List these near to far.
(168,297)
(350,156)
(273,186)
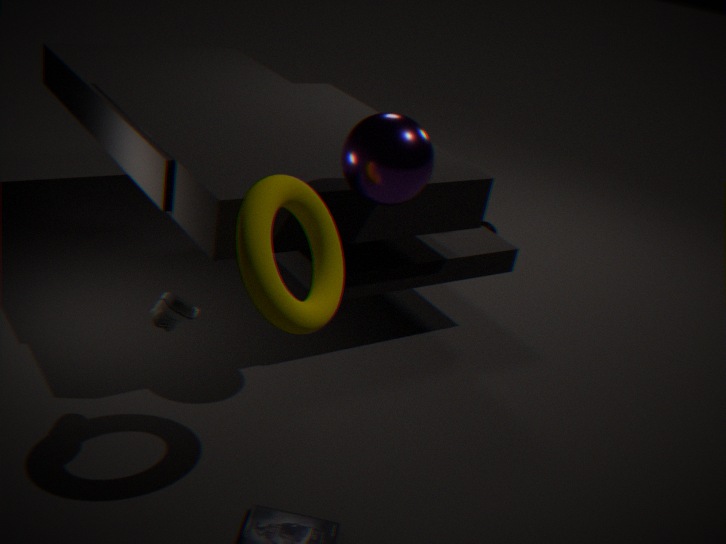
(273,186) < (168,297) < (350,156)
